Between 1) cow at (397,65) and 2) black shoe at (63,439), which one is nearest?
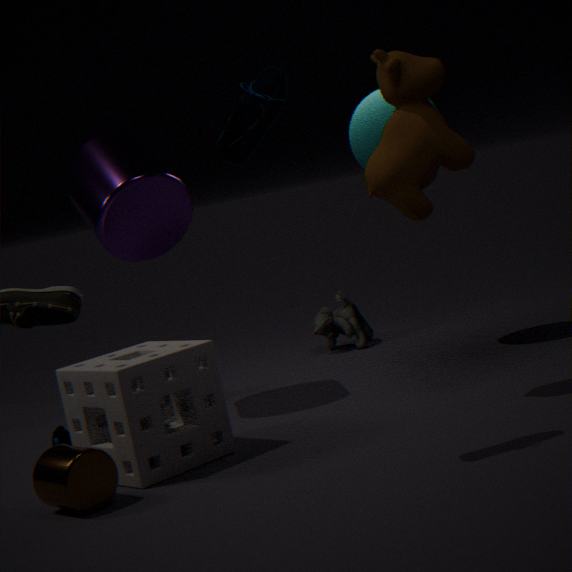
1. cow at (397,65)
